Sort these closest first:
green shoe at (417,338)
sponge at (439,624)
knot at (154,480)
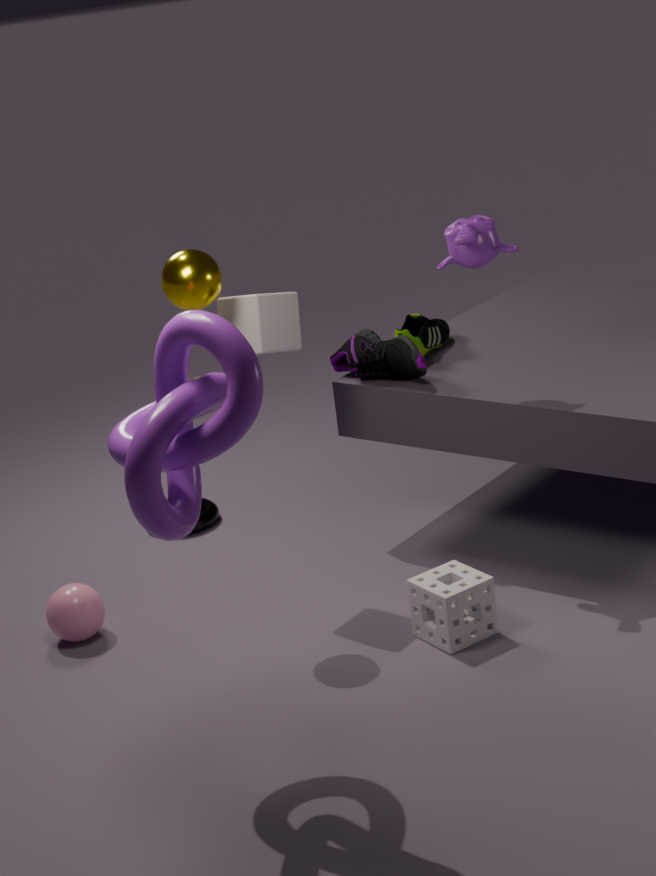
1. knot at (154,480)
2. sponge at (439,624)
3. green shoe at (417,338)
